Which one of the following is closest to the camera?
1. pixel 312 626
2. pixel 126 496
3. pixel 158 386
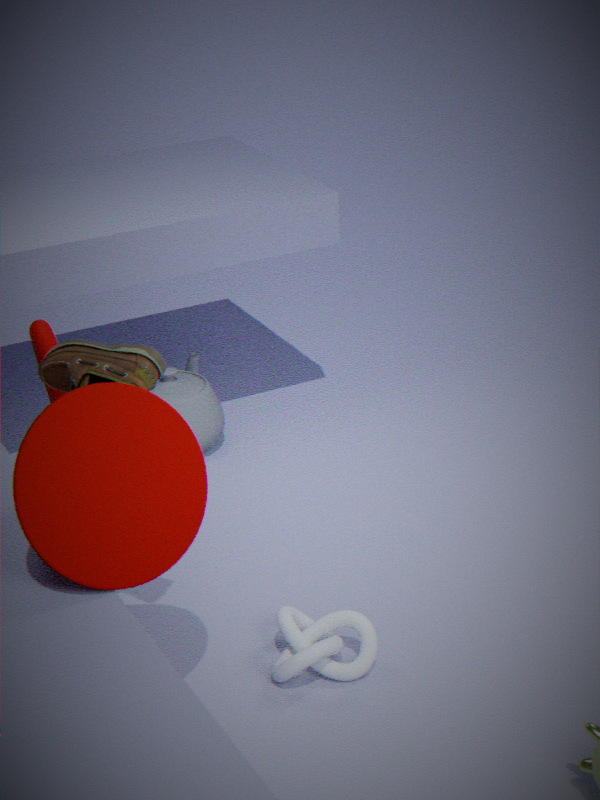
pixel 126 496
